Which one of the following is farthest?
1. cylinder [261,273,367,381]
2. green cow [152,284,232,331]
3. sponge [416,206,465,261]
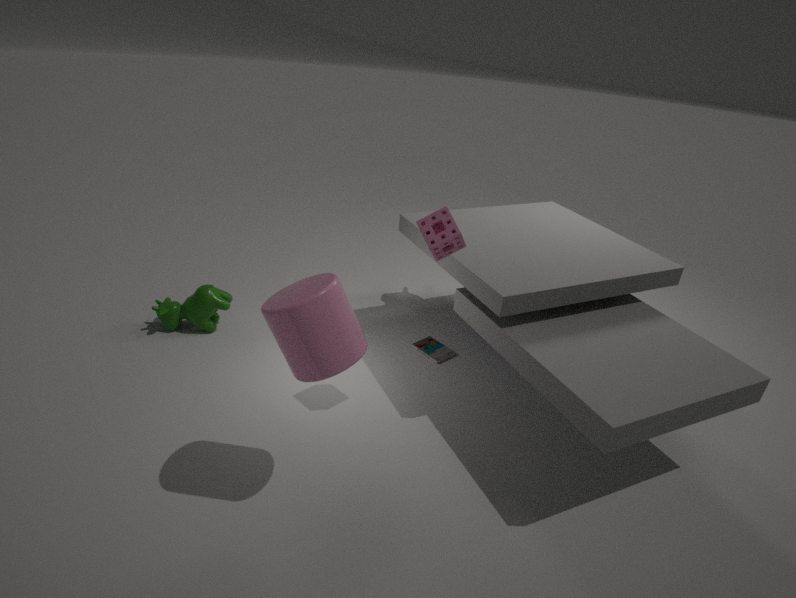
green cow [152,284,232,331]
